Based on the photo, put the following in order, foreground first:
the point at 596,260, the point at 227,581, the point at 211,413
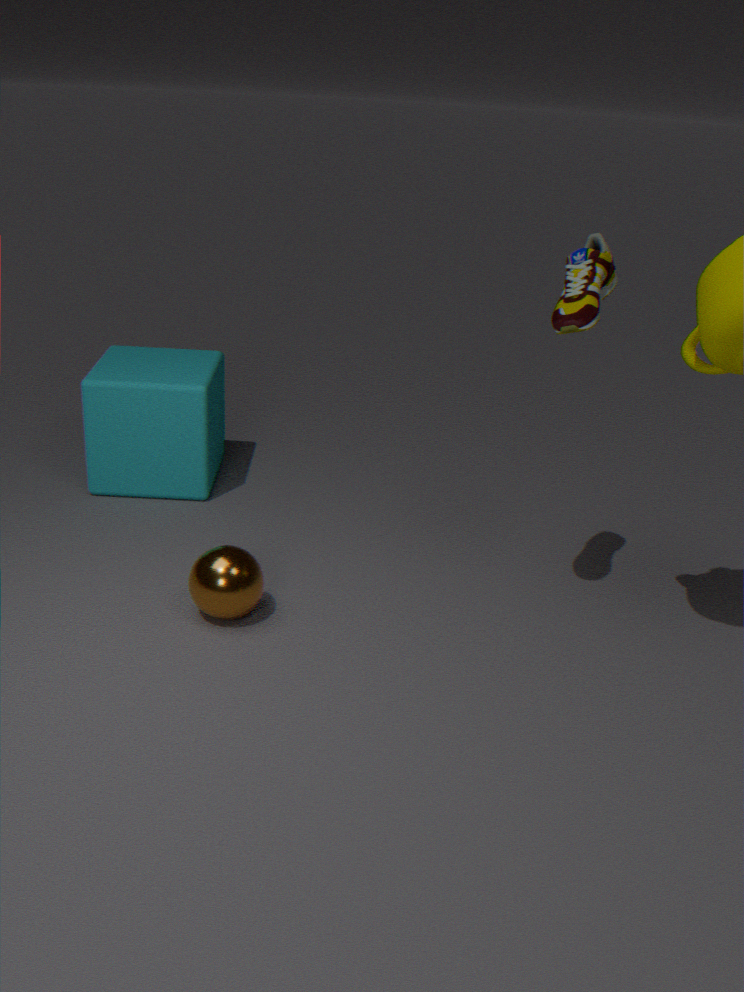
the point at 596,260, the point at 227,581, the point at 211,413
